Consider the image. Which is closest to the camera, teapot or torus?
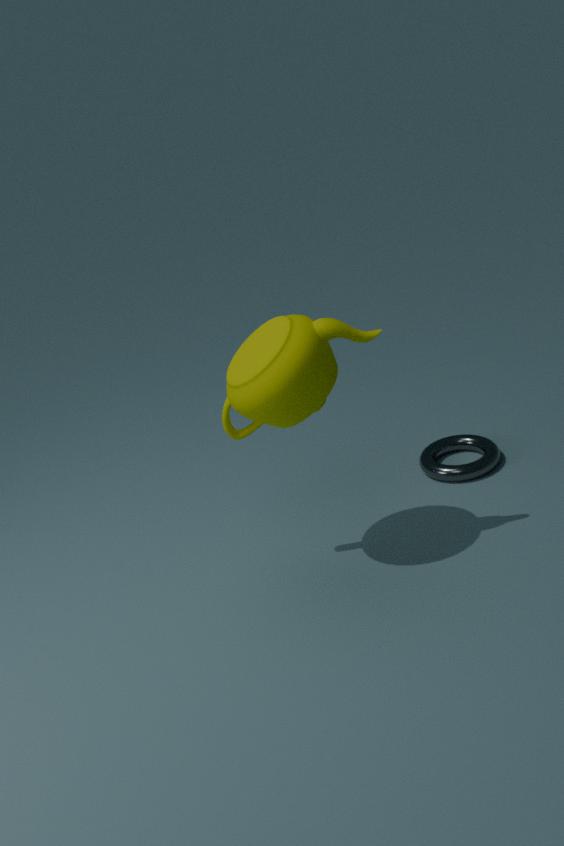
teapot
